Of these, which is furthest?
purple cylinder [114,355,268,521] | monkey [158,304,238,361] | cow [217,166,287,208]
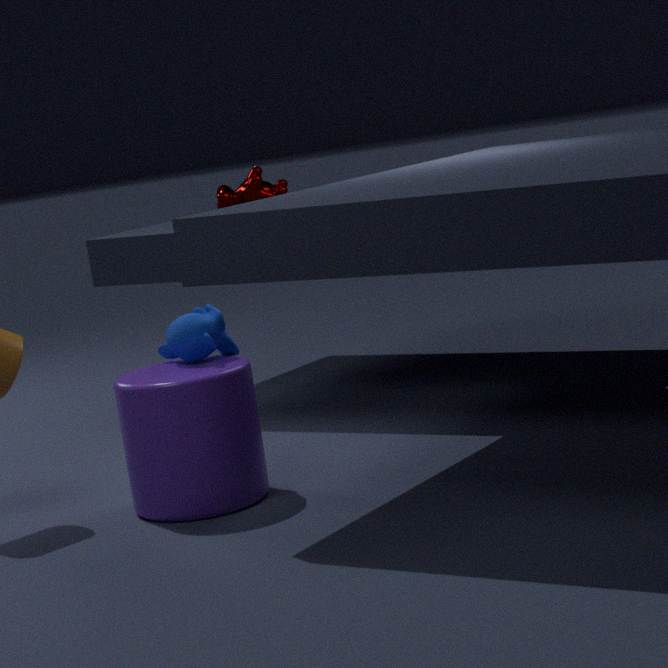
cow [217,166,287,208]
